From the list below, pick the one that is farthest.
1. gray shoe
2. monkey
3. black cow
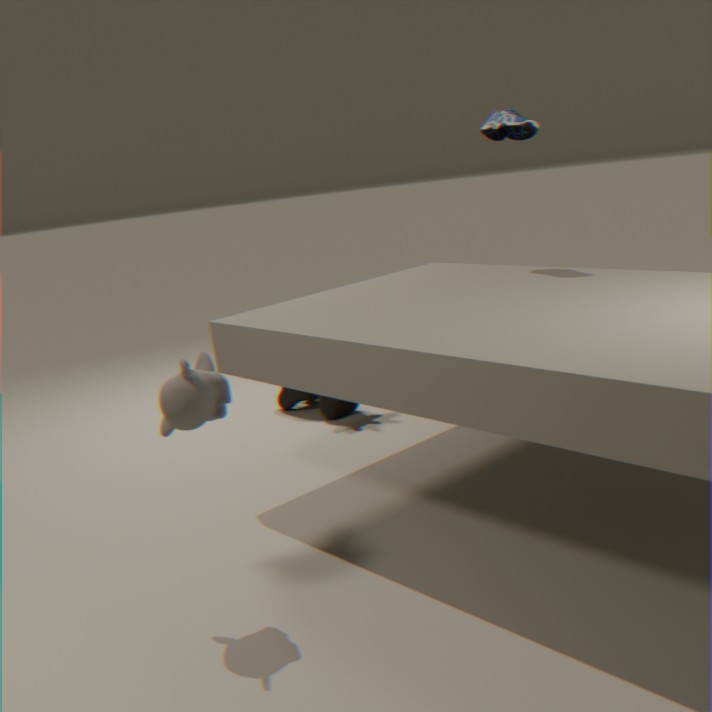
black cow
